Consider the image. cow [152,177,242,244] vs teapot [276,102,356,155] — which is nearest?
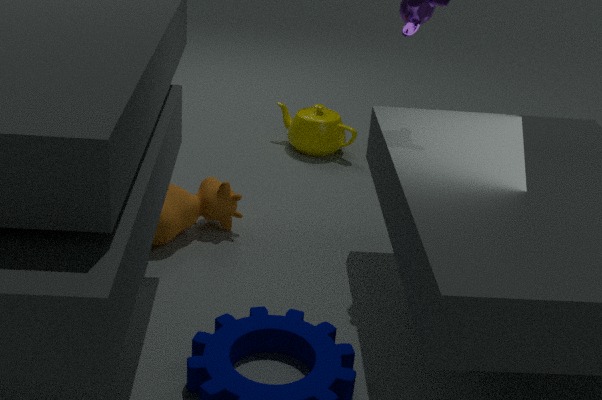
cow [152,177,242,244]
